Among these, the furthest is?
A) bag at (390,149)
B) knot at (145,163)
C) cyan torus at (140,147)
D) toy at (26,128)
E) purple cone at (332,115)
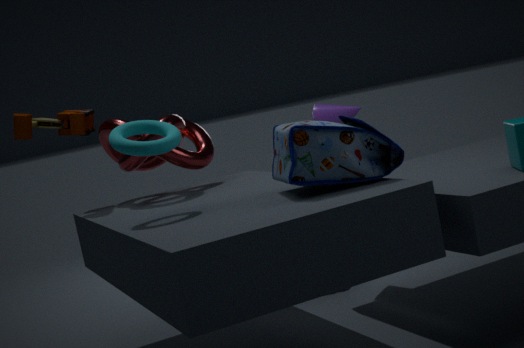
purple cone at (332,115)
